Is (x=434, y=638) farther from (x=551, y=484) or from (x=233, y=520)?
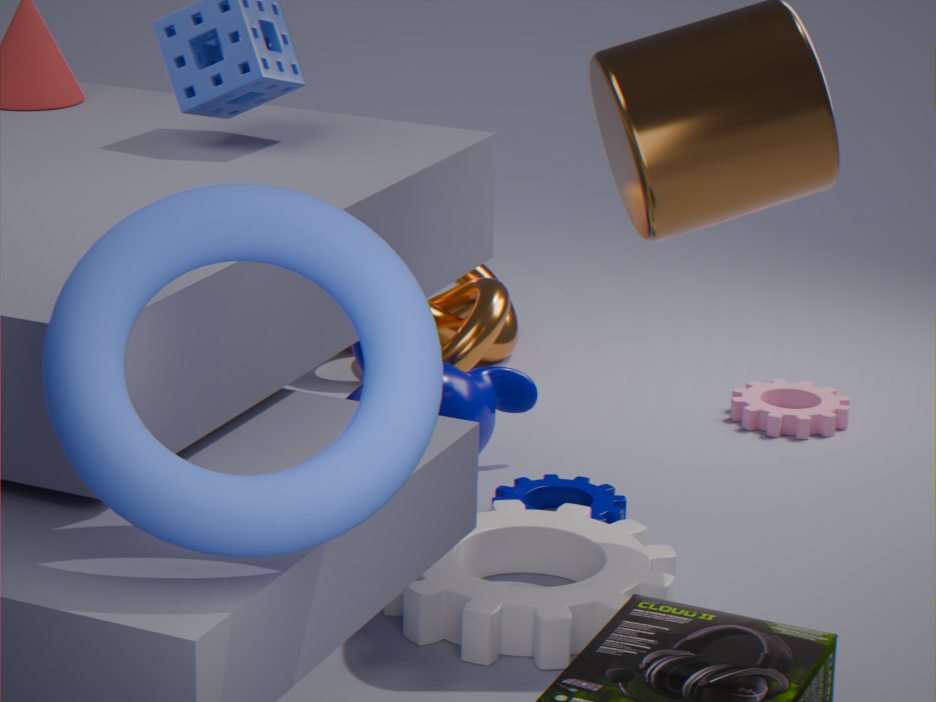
(x=233, y=520)
